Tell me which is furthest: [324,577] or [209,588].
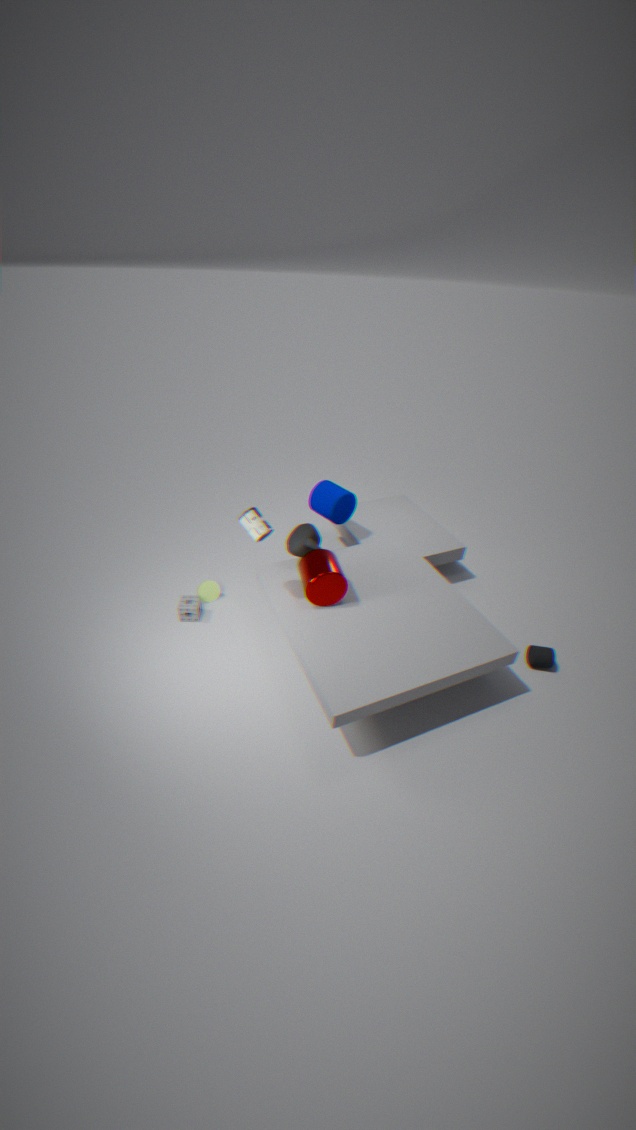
[209,588]
